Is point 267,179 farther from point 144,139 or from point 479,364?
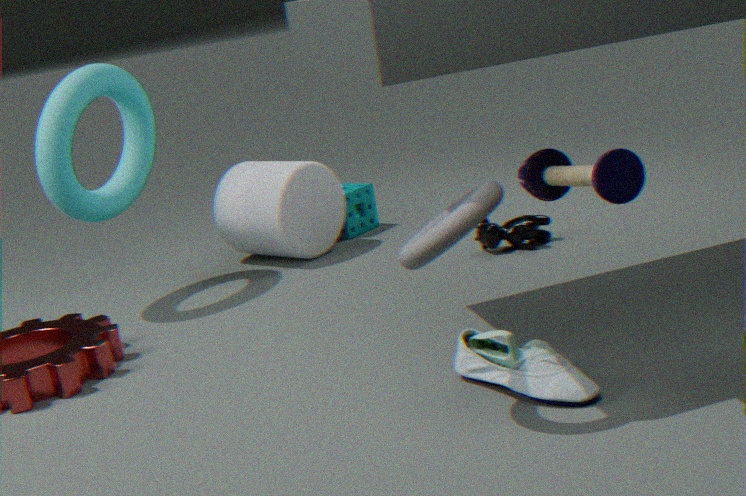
point 479,364
